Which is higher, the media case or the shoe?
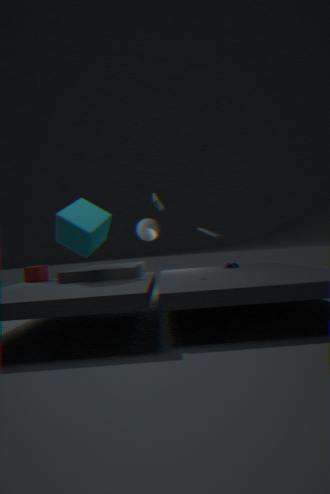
the shoe
